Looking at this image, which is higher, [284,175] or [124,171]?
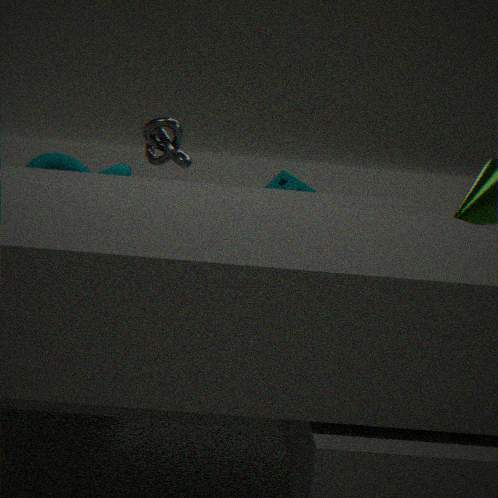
[124,171]
